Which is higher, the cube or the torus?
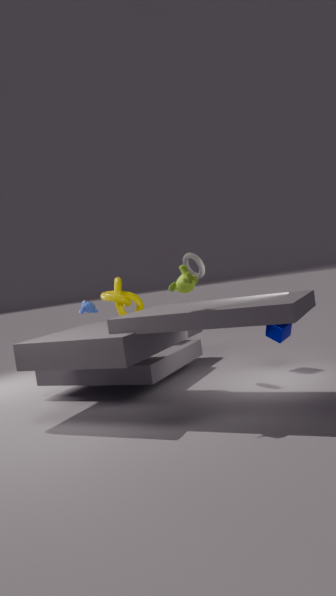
the torus
